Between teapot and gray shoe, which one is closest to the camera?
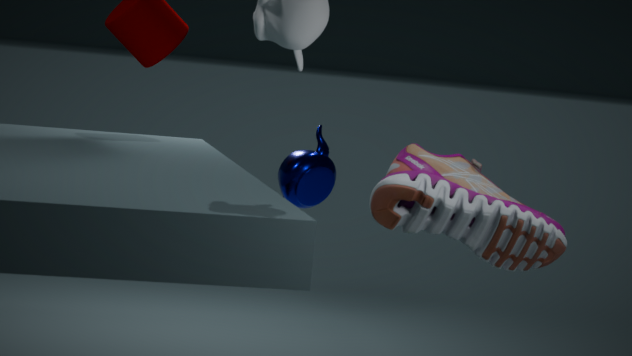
gray shoe
